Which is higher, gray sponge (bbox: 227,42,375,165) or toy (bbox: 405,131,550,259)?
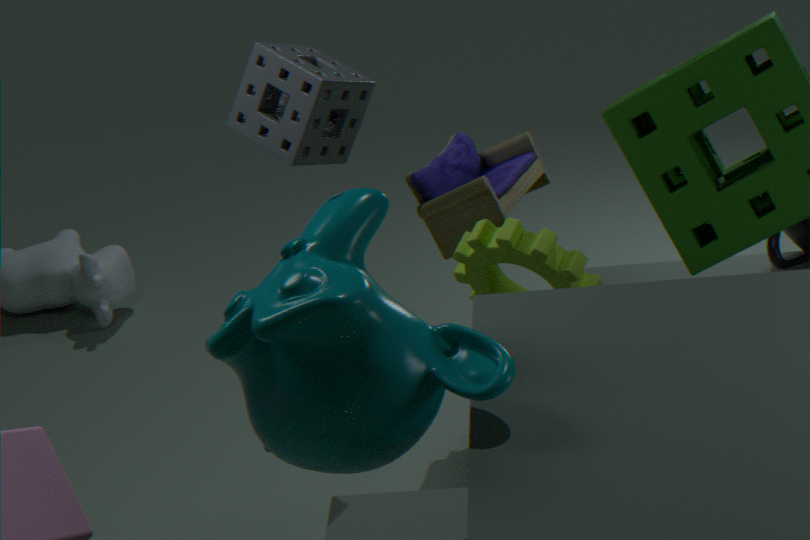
gray sponge (bbox: 227,42,375,165)
